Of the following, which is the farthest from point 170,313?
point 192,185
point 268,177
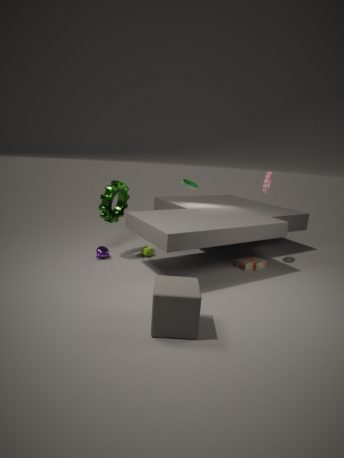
point 192,185
